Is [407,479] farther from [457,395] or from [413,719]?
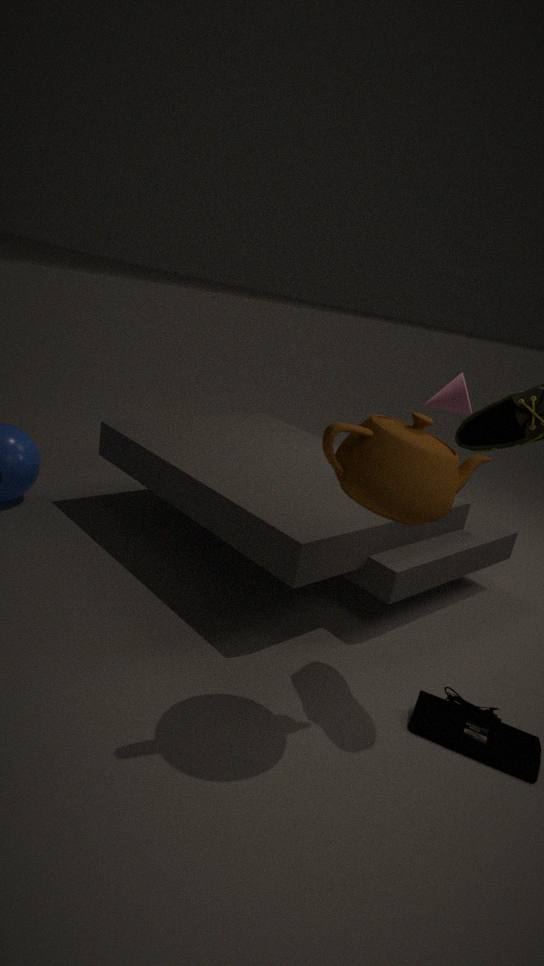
[457,395]
